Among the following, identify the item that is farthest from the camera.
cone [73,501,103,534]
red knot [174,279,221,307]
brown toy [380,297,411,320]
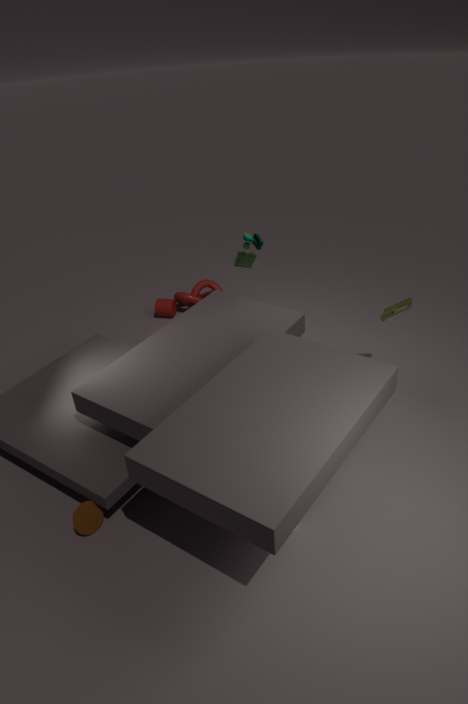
red knot [174,279,221,307]
